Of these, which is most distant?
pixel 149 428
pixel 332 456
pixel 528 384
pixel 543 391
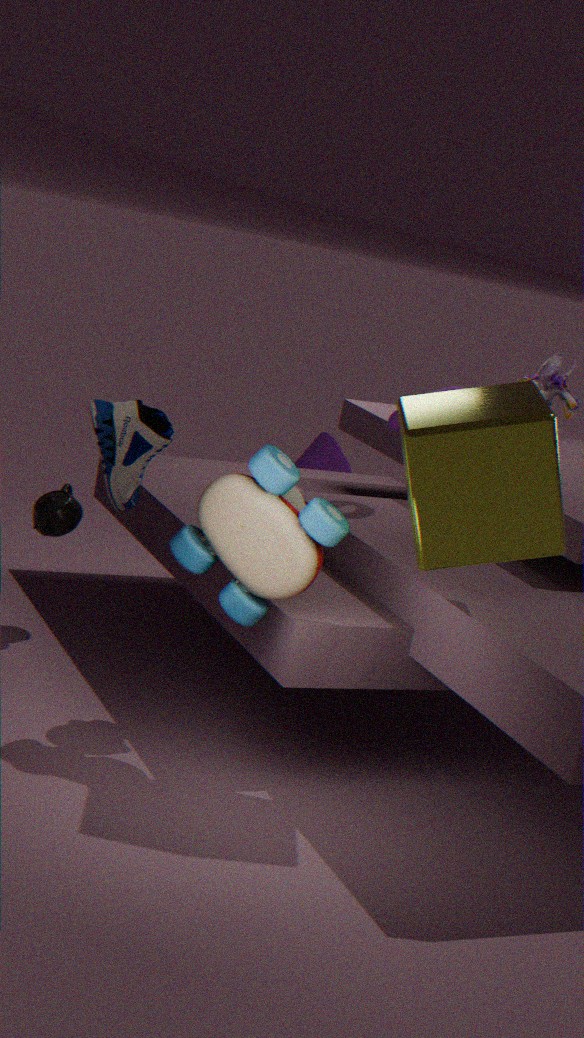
pixel 332 456
